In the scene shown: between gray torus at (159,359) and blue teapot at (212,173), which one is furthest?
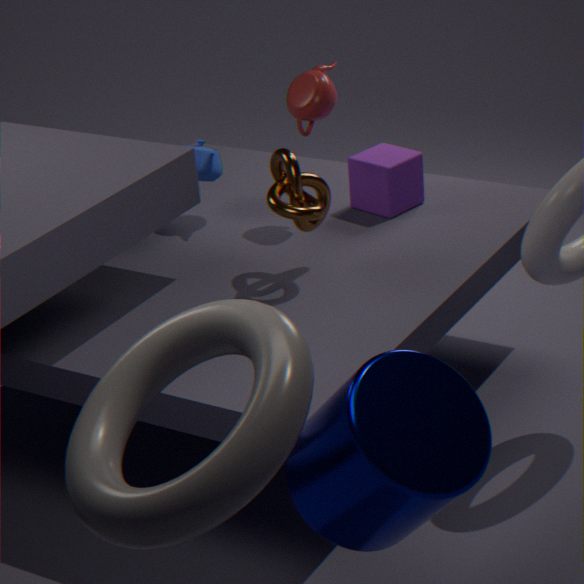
blue teapot at (212,173)
